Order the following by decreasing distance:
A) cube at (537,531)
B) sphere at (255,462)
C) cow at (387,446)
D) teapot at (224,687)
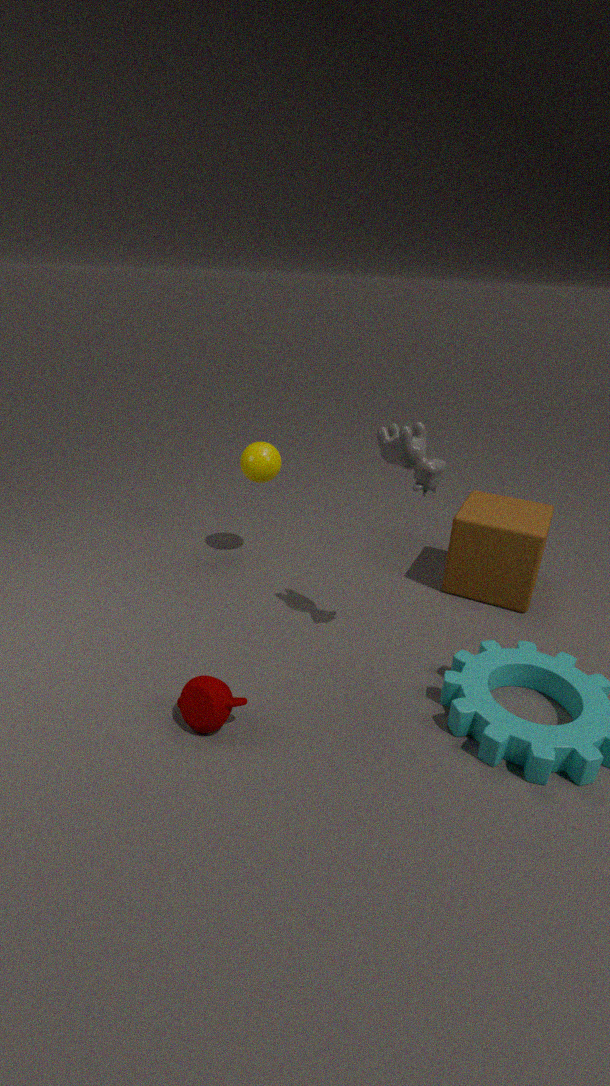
sphere at (255,462)
cube at (537,531)
cow at (387,446)
teapot at (224,687)
